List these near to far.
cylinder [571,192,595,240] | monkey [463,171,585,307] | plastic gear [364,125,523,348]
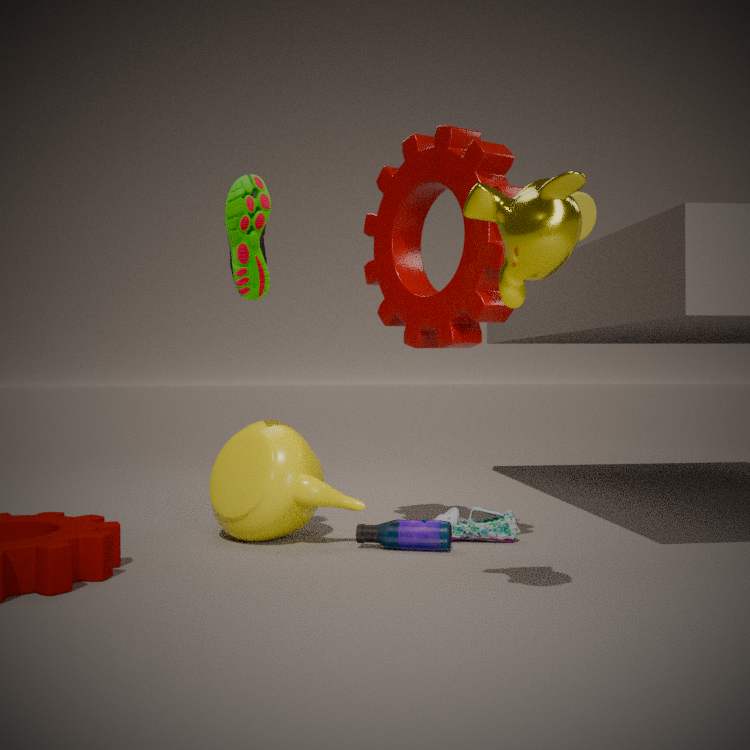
1. monkey [463,171,585,307]
2. plastic gear [364,125,523,348]
3. cylinder [571,192,595,240]
